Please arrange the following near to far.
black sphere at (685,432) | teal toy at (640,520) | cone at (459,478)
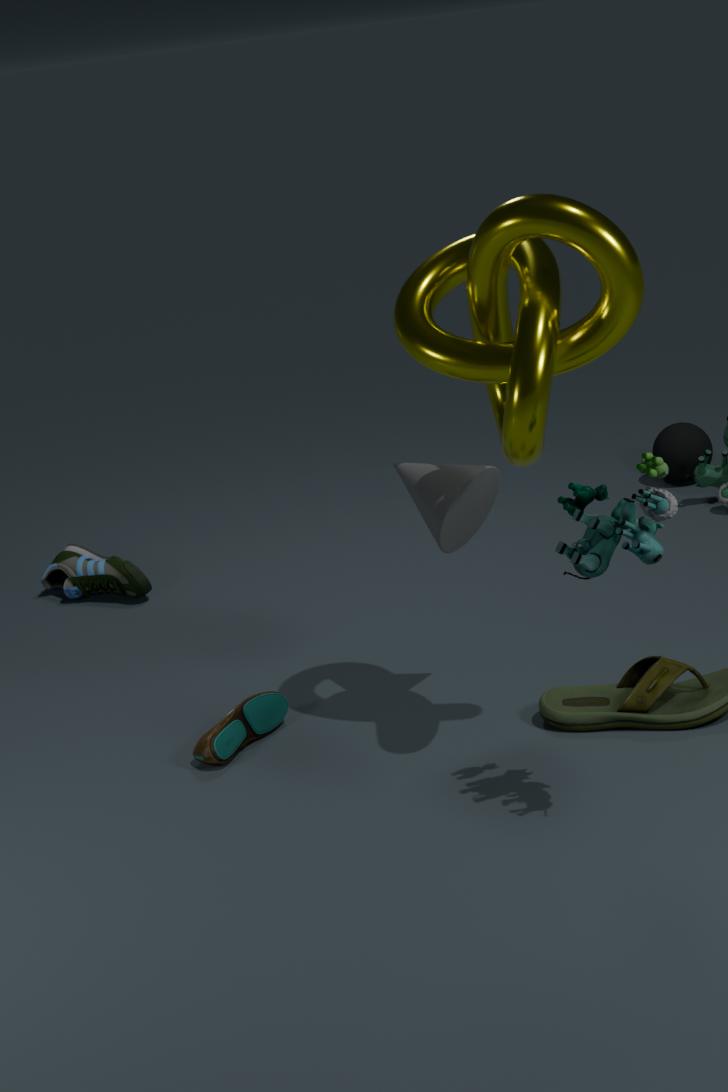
teal toy at (640,520), cone at (459,478), black sphere at (685,432)
